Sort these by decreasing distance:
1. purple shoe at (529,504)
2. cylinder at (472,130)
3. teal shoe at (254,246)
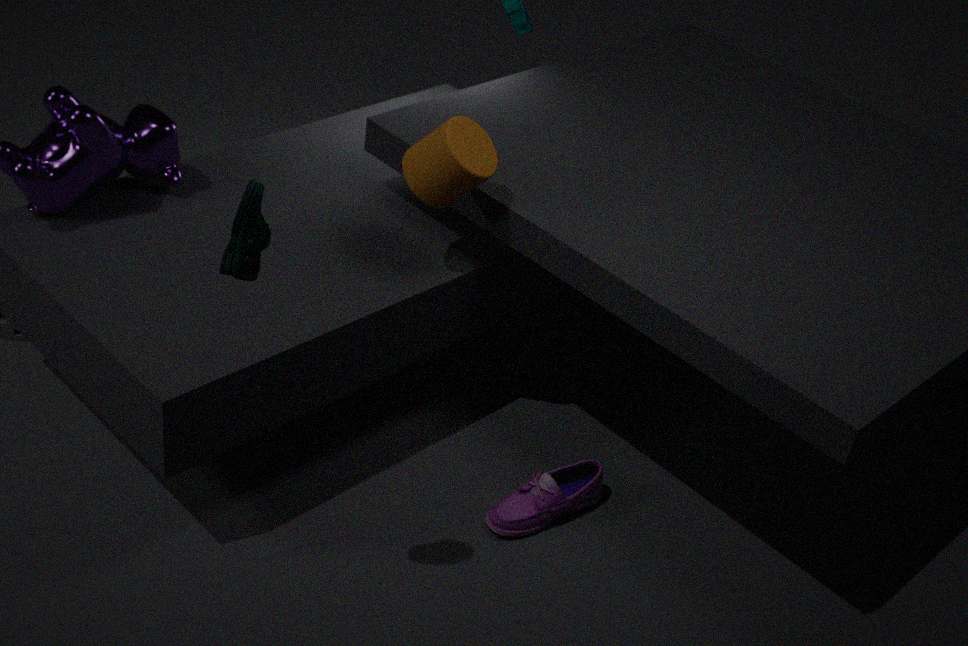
purple shoe at (529,504) < cylinder at (472,130) < teal shoe at (254,246)
